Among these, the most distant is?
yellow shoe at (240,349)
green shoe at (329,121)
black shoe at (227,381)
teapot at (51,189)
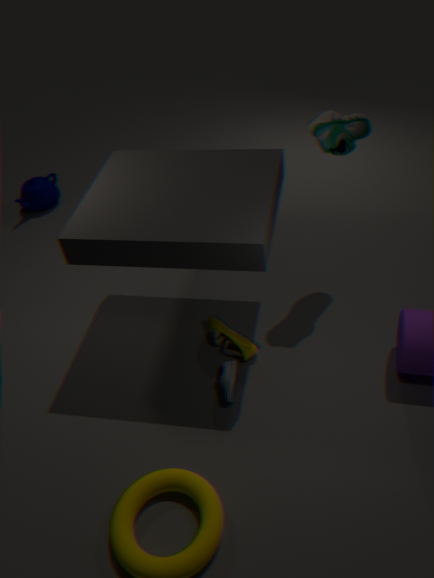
teapot at (51,189)
